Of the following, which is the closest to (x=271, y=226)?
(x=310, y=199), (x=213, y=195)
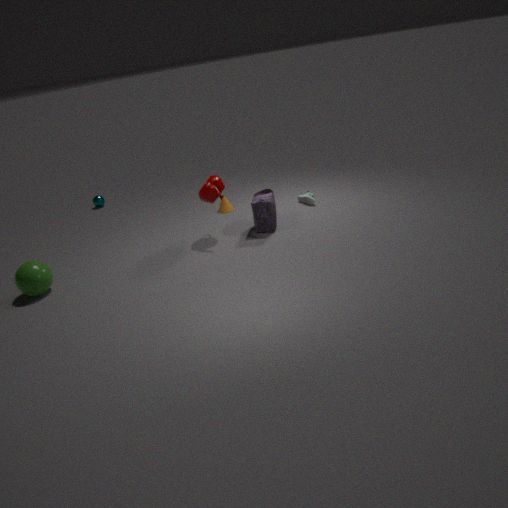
(x=213, y=195)
